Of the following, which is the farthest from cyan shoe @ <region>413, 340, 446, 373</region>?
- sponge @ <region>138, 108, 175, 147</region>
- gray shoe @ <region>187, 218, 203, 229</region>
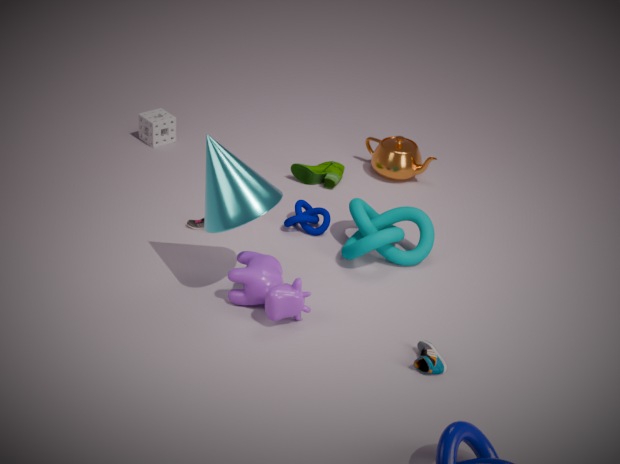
sponge @ <region>138, 108, 175, 147</region>
